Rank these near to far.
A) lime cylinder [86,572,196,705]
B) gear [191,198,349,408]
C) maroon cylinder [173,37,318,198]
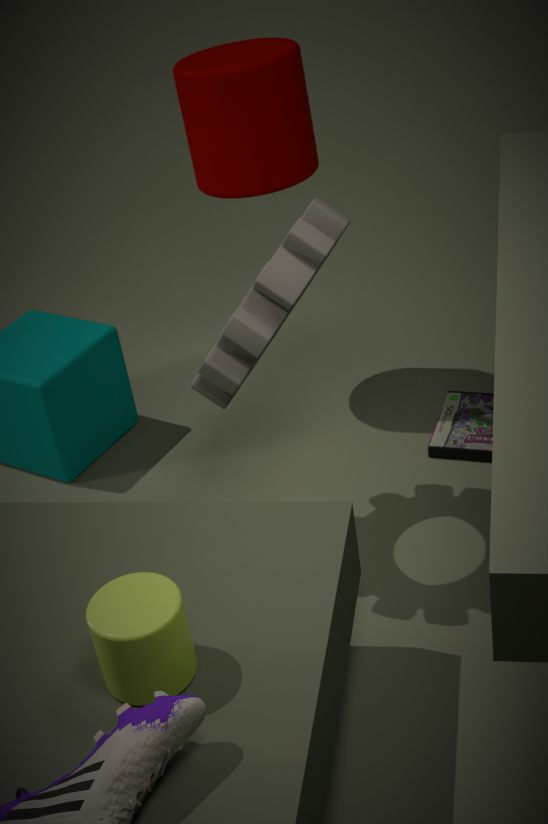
lime cylinder [86,572,196,705]
gear [191,198,349,408]
maroon cylinder [173,37,318,198]
